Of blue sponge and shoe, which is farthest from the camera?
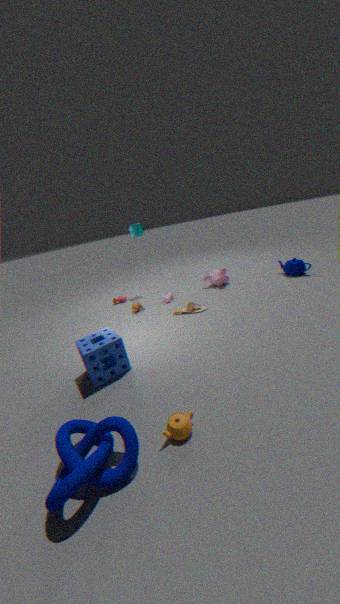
shoe
